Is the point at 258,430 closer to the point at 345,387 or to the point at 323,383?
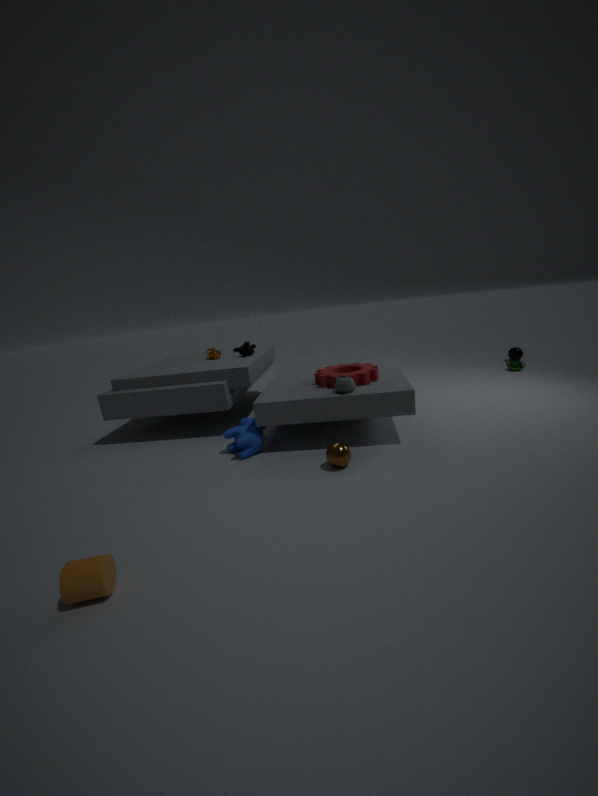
the point at 345,387
